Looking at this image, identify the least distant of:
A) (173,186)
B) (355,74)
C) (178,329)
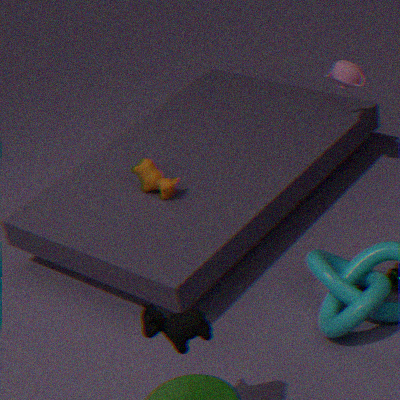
(178,329)
